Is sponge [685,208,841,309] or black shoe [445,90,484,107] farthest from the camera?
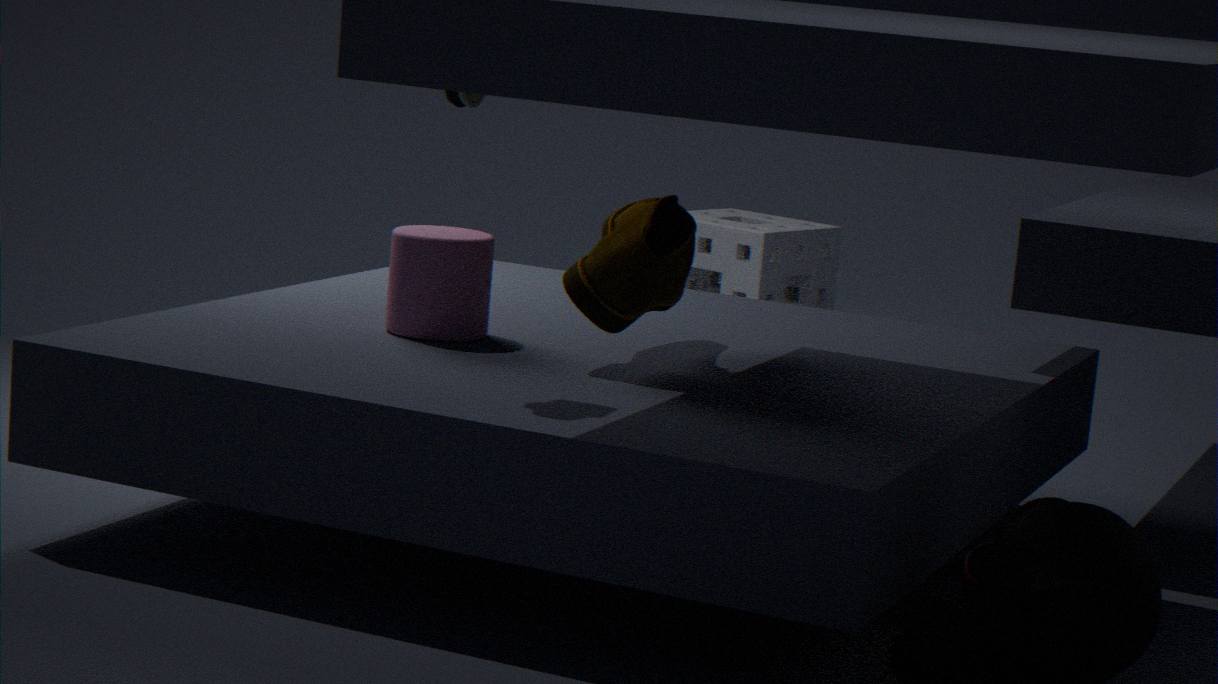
sponge [685,208,841,309]
